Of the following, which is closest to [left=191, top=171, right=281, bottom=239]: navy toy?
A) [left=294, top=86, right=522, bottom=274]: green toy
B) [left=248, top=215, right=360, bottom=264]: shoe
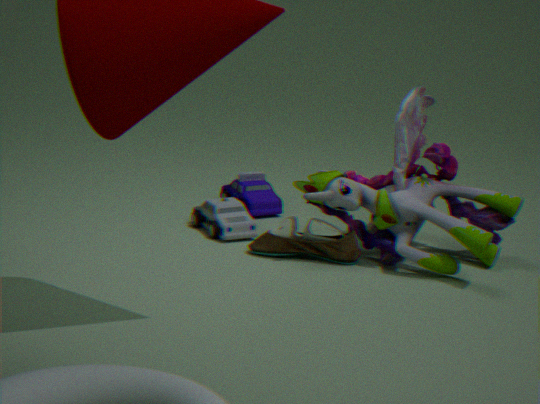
[left=248, top=215, right=360, bottom=264]: shoe
